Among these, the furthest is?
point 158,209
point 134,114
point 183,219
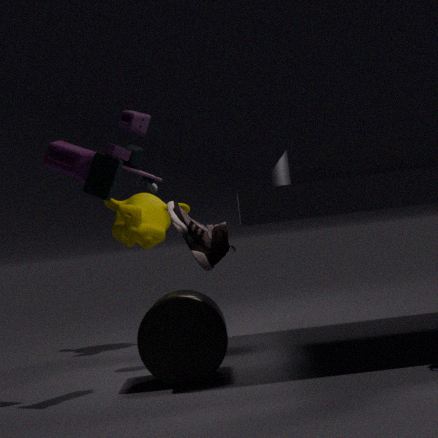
point 158,209
